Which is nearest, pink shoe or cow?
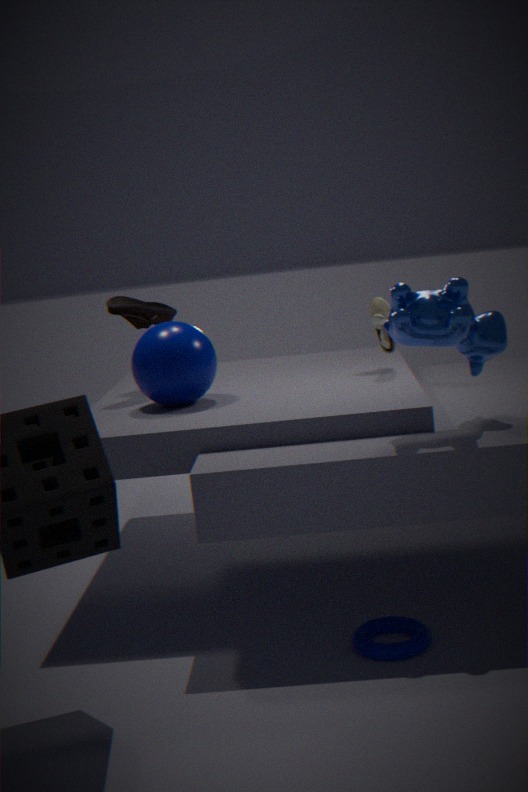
cow
